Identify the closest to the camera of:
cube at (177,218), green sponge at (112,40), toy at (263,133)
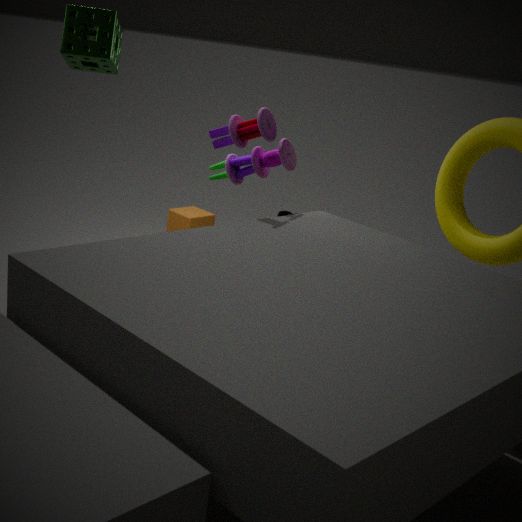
toy at (263,133)
